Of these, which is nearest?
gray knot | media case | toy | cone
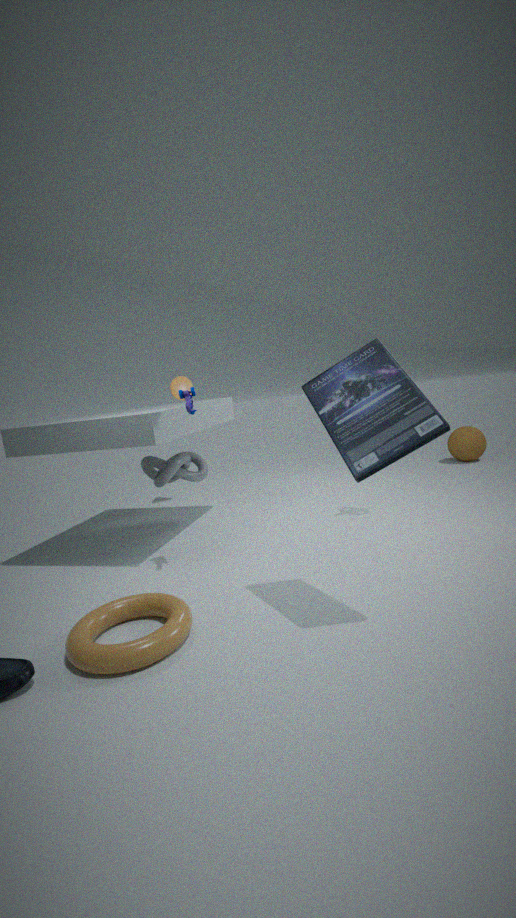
media case
